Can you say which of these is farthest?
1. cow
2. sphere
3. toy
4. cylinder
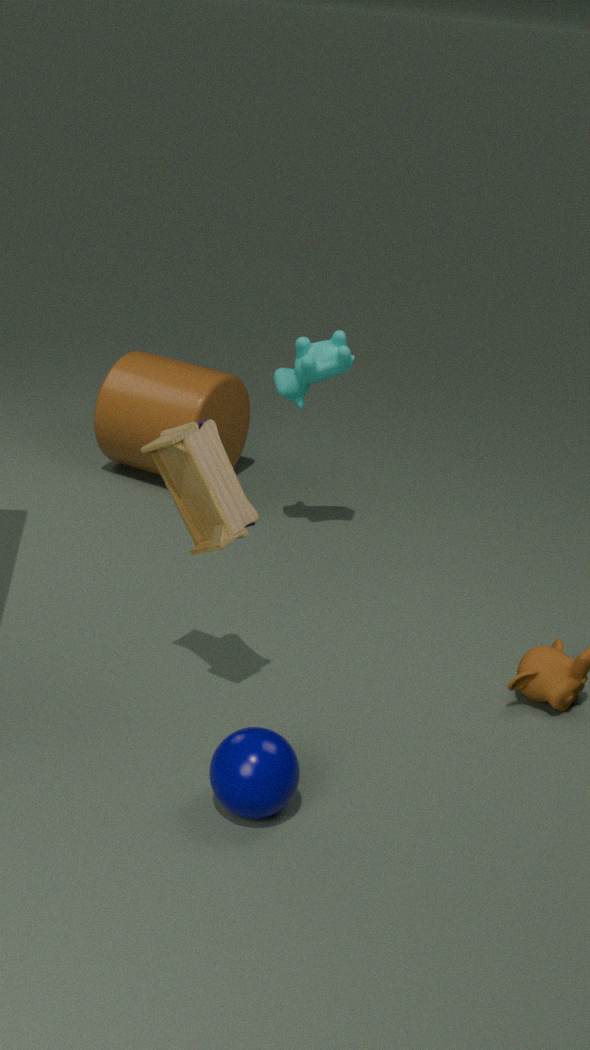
cylinder
